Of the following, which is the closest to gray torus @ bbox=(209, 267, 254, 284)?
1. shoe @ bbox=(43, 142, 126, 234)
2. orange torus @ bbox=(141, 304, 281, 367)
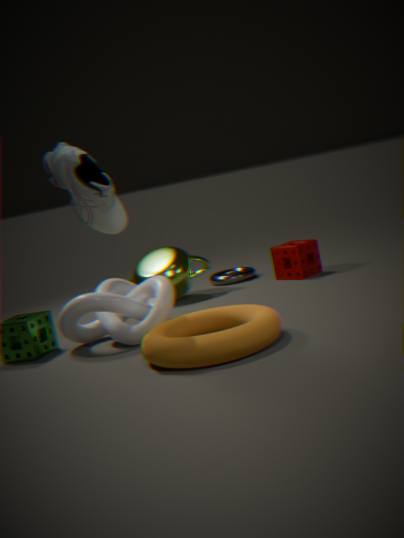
orange torus @ bbox=(141, 304, 281, 367)
